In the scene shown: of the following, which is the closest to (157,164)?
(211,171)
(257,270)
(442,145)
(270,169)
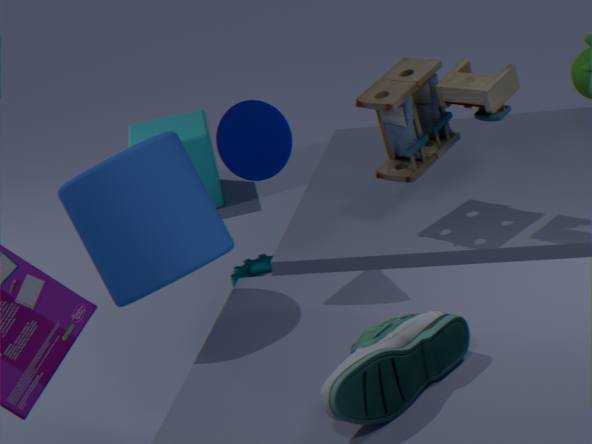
(270,169)
